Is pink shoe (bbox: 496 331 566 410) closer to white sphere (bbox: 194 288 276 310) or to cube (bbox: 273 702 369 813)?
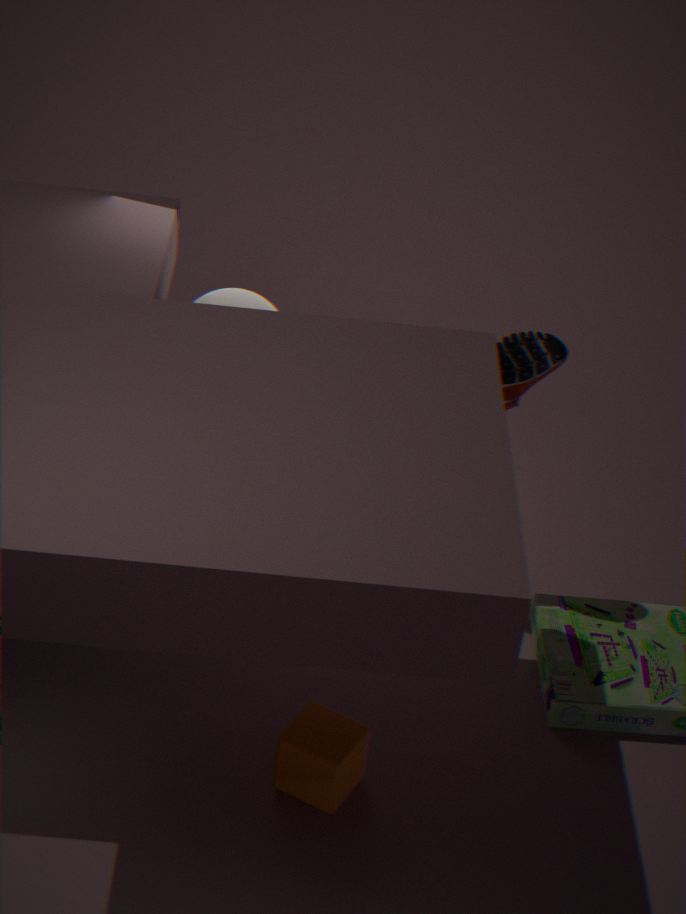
white sphere (bbox: 194 288 276 310)
